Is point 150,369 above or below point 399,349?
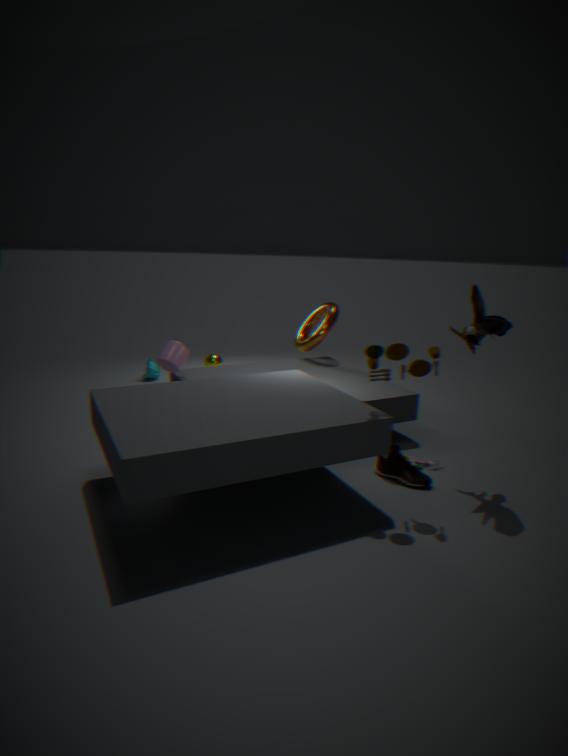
below
